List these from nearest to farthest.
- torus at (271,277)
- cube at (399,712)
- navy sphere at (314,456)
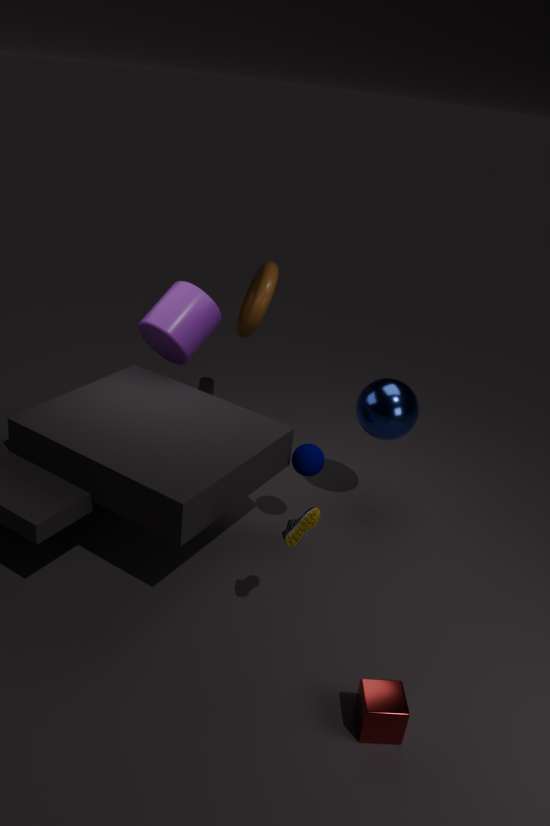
cube at (399,712) < navy sphere at (314,456) < torus at (271,277)
